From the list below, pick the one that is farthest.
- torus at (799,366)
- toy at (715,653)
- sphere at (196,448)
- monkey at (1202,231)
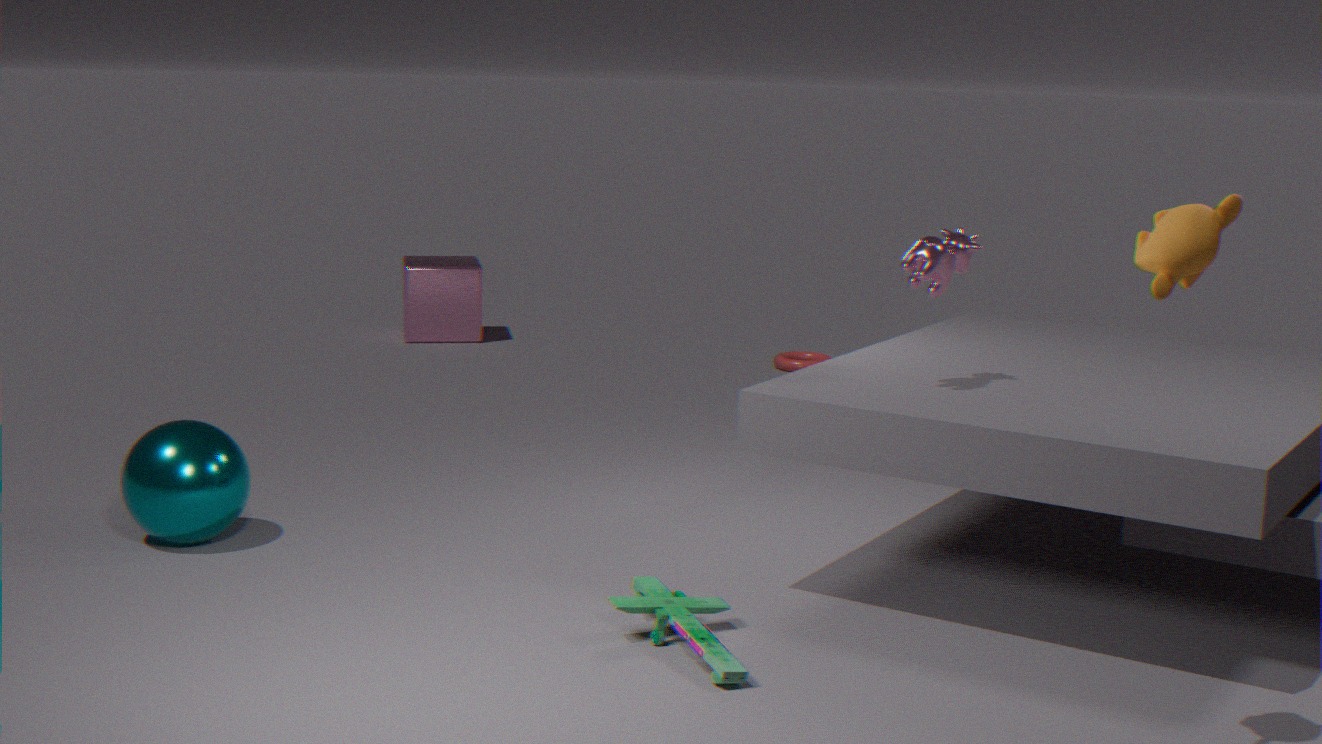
torus at (799,366)
